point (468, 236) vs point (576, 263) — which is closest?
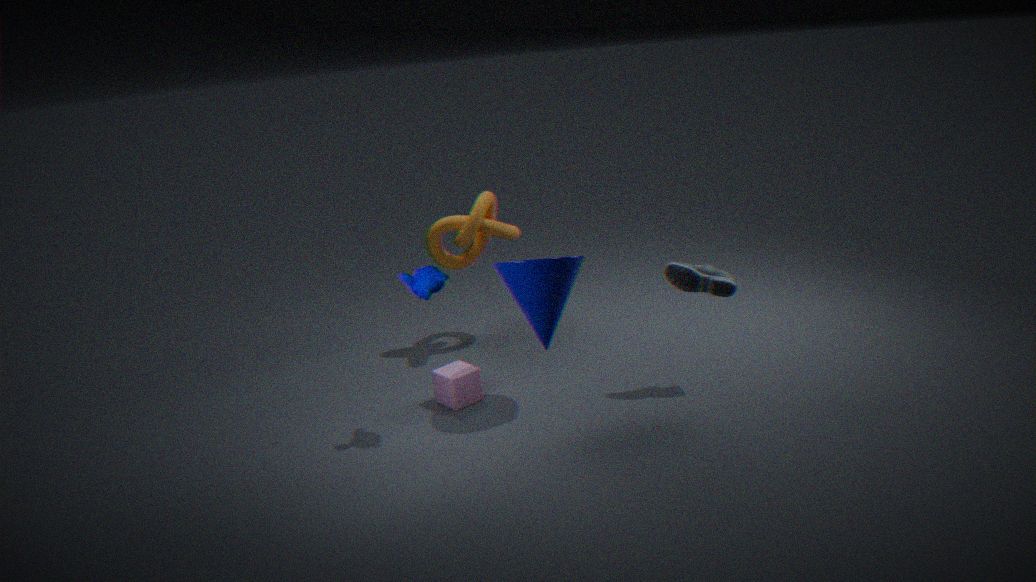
point (576, 263)
